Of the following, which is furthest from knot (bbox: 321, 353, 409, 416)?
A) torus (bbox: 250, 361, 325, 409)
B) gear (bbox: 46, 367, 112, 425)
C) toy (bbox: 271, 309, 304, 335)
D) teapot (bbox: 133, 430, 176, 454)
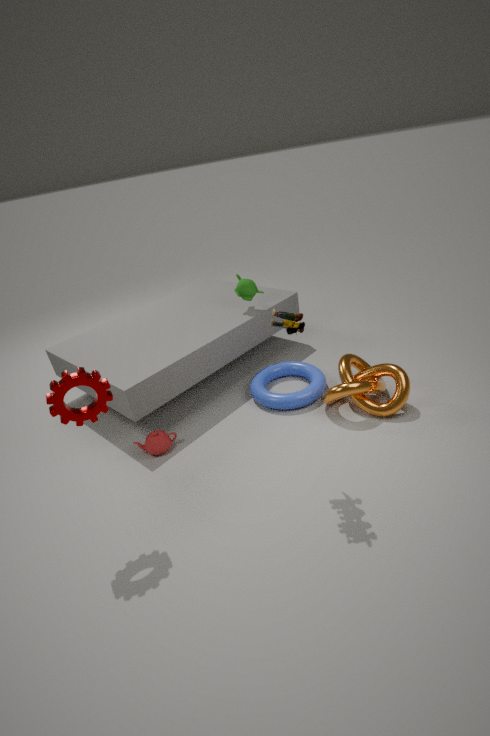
gear (bbox: 46, 367, 112, 425)
